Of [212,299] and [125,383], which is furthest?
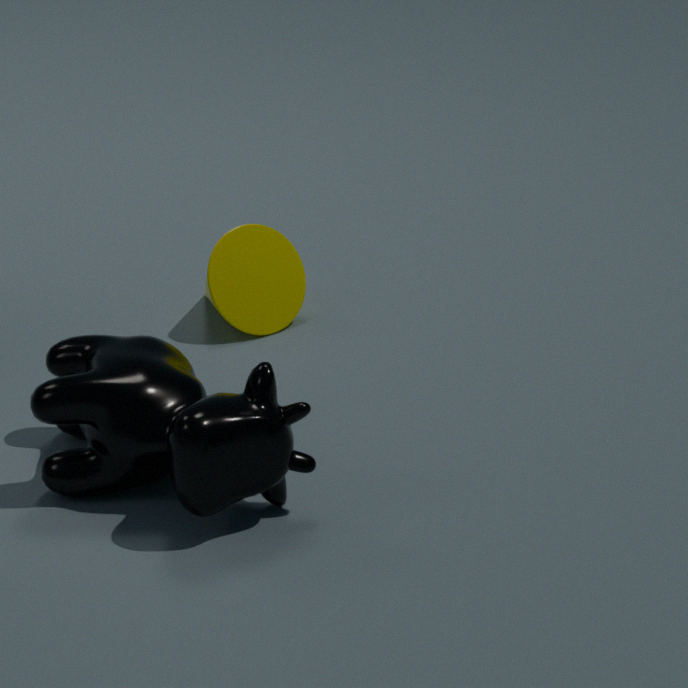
[212,299]
